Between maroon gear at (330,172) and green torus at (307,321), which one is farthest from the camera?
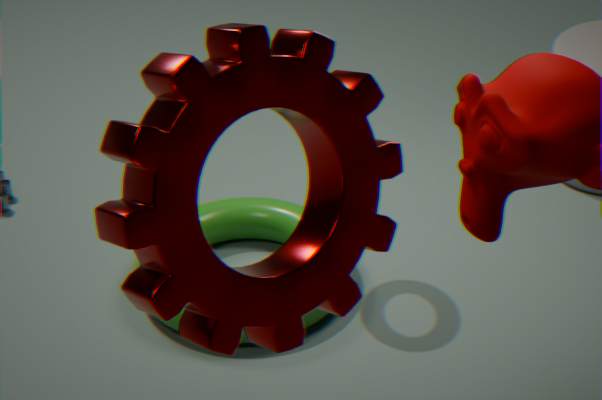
green torus at (307,321)
